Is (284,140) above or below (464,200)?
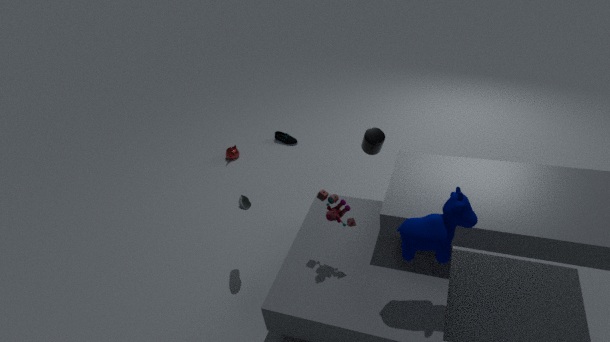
below
